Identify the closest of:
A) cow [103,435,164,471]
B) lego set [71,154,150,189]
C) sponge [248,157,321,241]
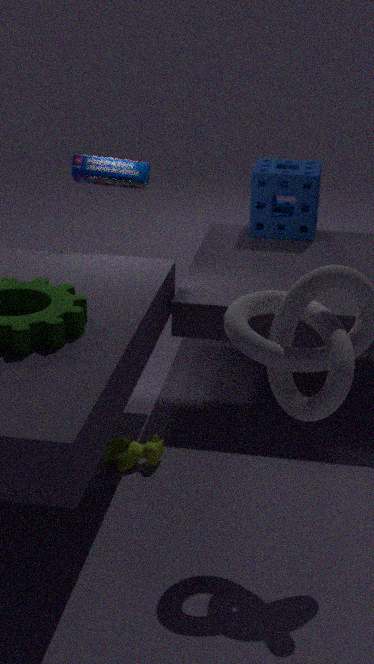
cow [103,435,164,471]
